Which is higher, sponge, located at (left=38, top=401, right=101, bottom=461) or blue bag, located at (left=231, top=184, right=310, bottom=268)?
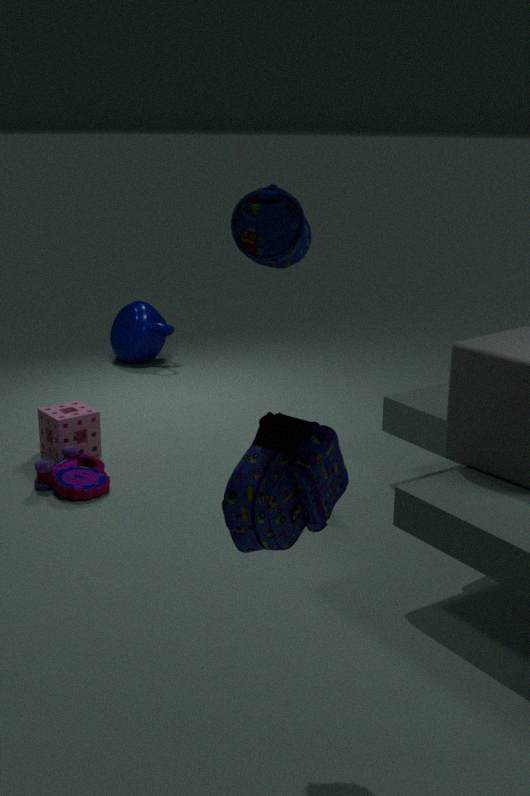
blue bag, located at (left=231, top=184, right=310, bottom=268)
